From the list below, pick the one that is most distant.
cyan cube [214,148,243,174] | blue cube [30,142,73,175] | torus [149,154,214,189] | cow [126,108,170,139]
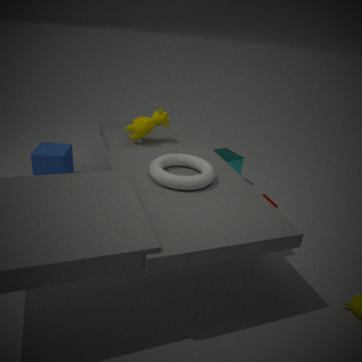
cyan cube [214,148,243,174]
